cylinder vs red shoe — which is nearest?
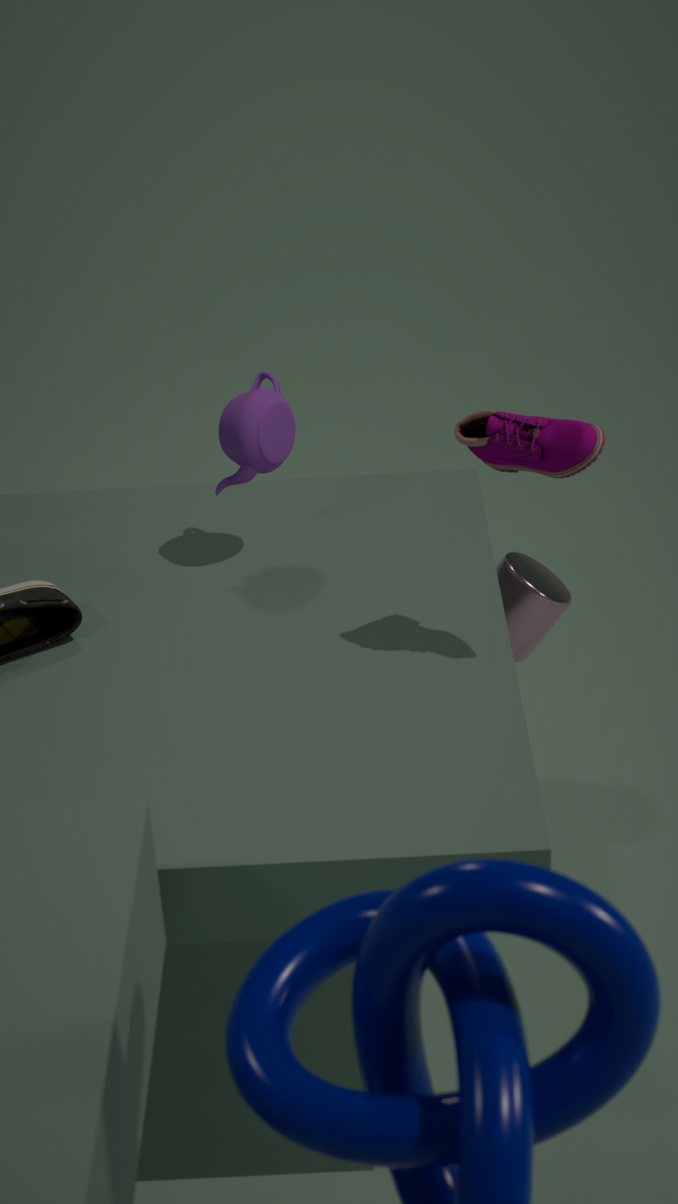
red shoe
